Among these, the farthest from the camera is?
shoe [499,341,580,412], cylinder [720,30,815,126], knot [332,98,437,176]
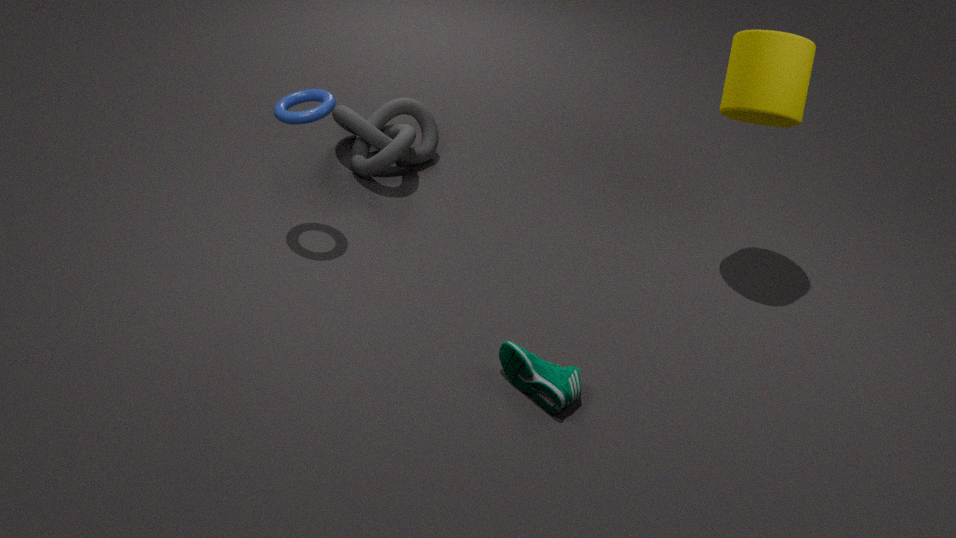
knot [332,98,437,176]
